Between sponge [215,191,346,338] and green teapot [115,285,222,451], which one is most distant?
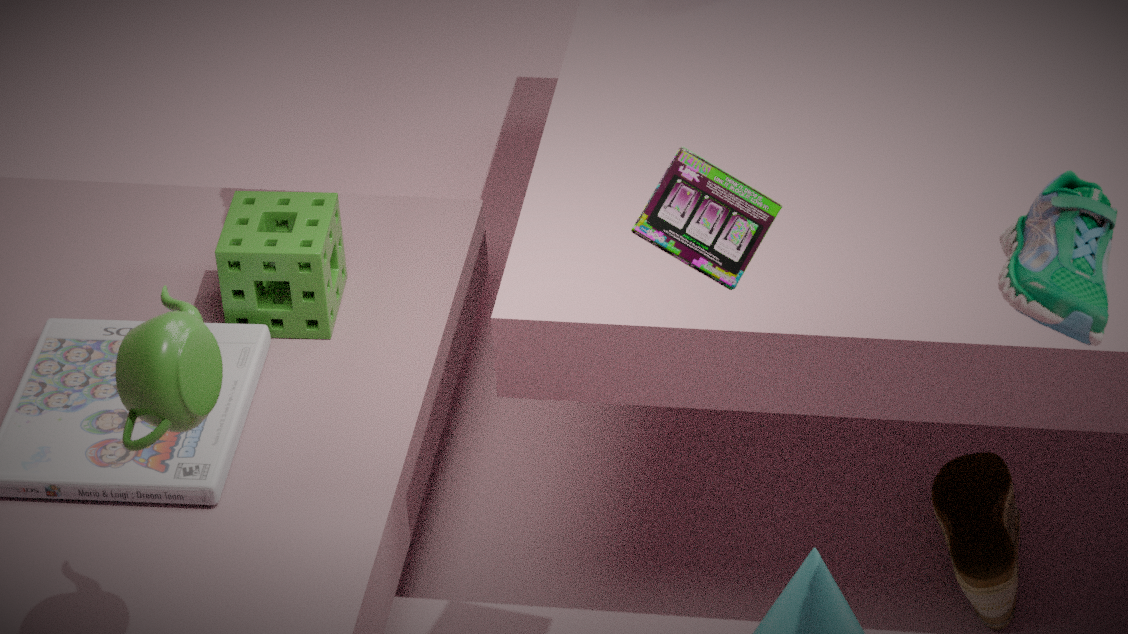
sponge [215,191,346,338]
